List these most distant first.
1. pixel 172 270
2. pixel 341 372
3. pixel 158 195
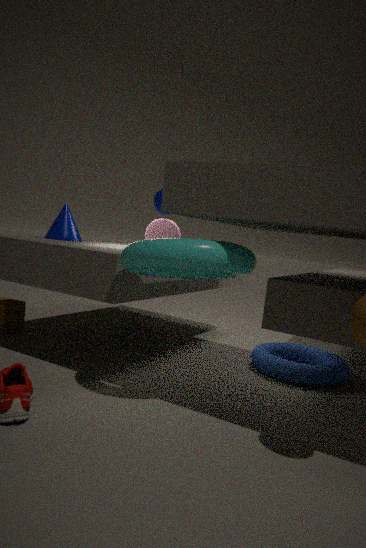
pixel 158 195 < pixel 341 372 < pixel 172 270
